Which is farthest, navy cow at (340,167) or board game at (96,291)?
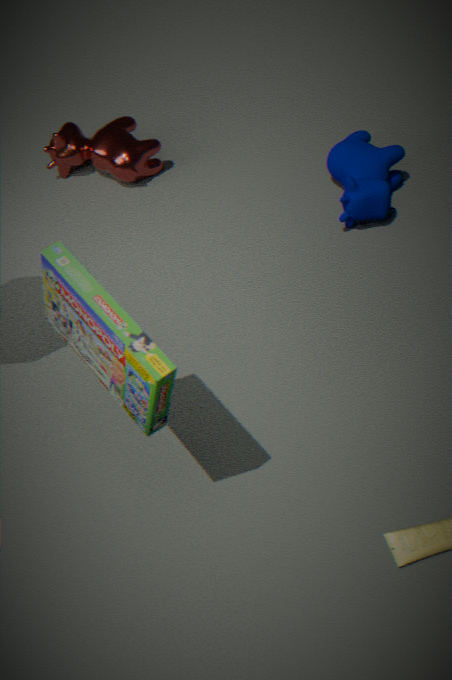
navy cow at (340,167)
